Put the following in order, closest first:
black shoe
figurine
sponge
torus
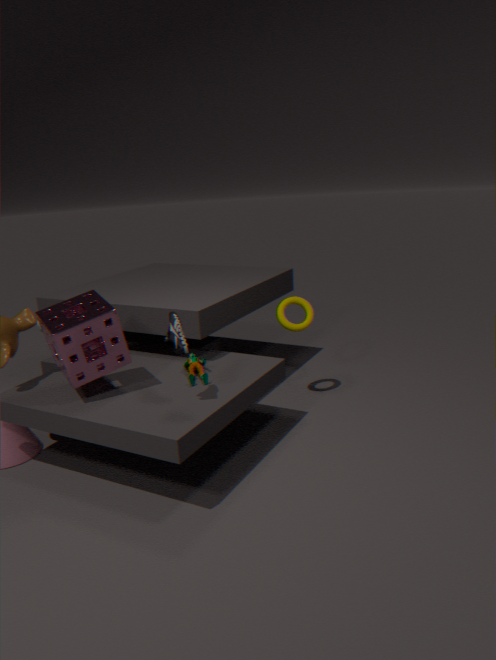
1. black shoe
2. sponge
3. figurine
4. torus
